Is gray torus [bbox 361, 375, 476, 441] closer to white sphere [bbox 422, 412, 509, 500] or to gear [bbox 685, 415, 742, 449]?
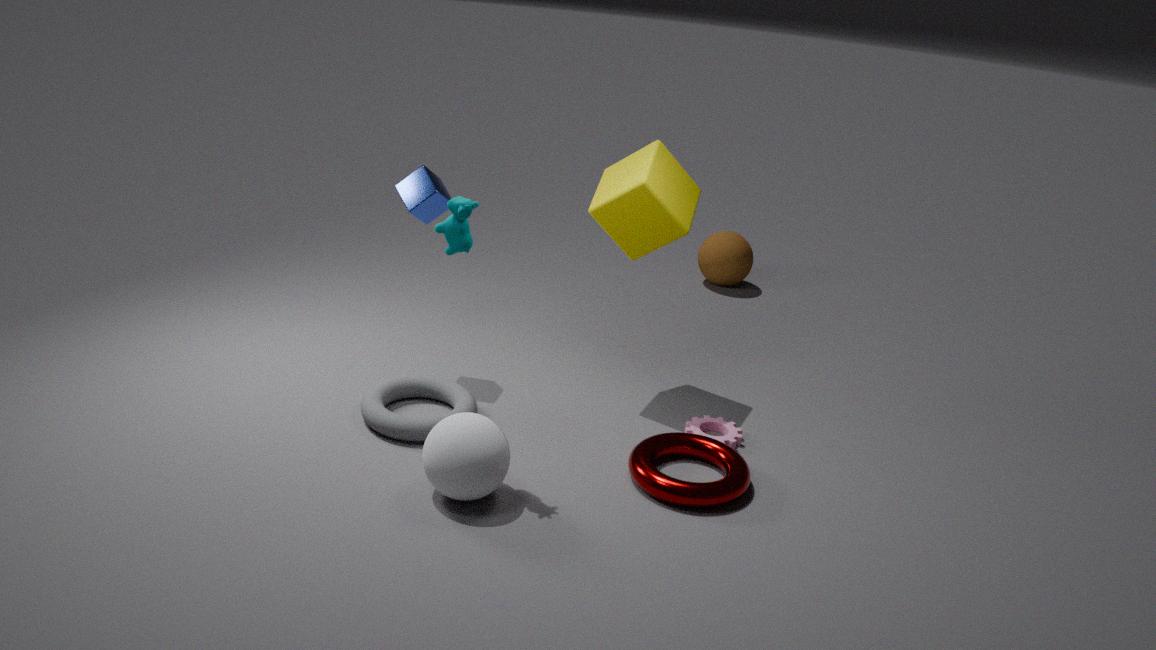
white sphere [bbox 422, 412, 509, 500]
